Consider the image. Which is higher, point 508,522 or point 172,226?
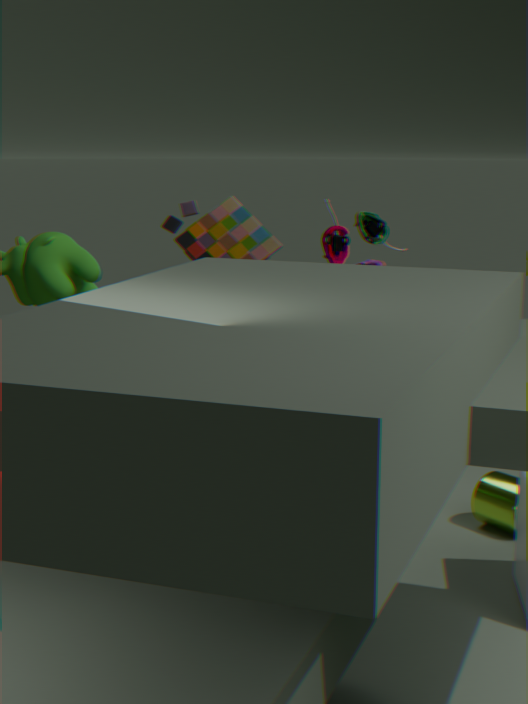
point 172,226
